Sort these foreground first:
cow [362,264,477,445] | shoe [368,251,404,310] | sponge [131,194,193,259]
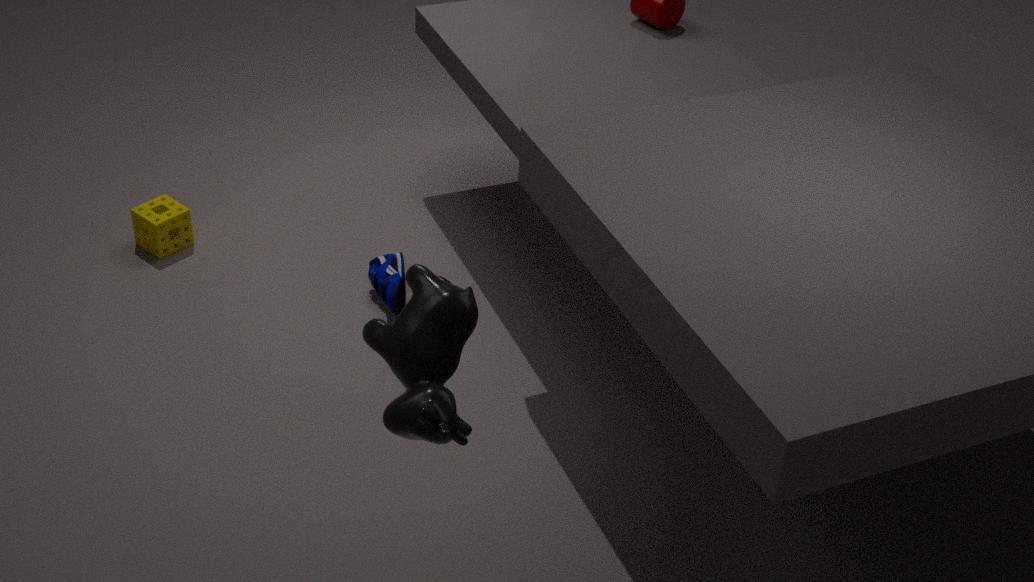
1. cow [362,264,477,445]
2. shoe [368,251,404,310]
3. sponge [131,194,193,259]
